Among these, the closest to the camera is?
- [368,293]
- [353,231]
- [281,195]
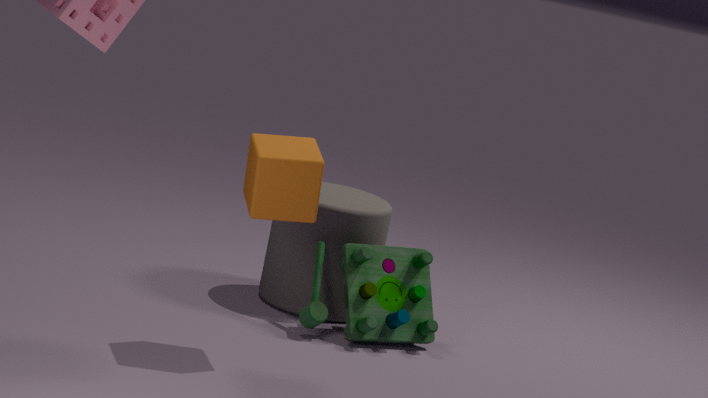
[281,195]
